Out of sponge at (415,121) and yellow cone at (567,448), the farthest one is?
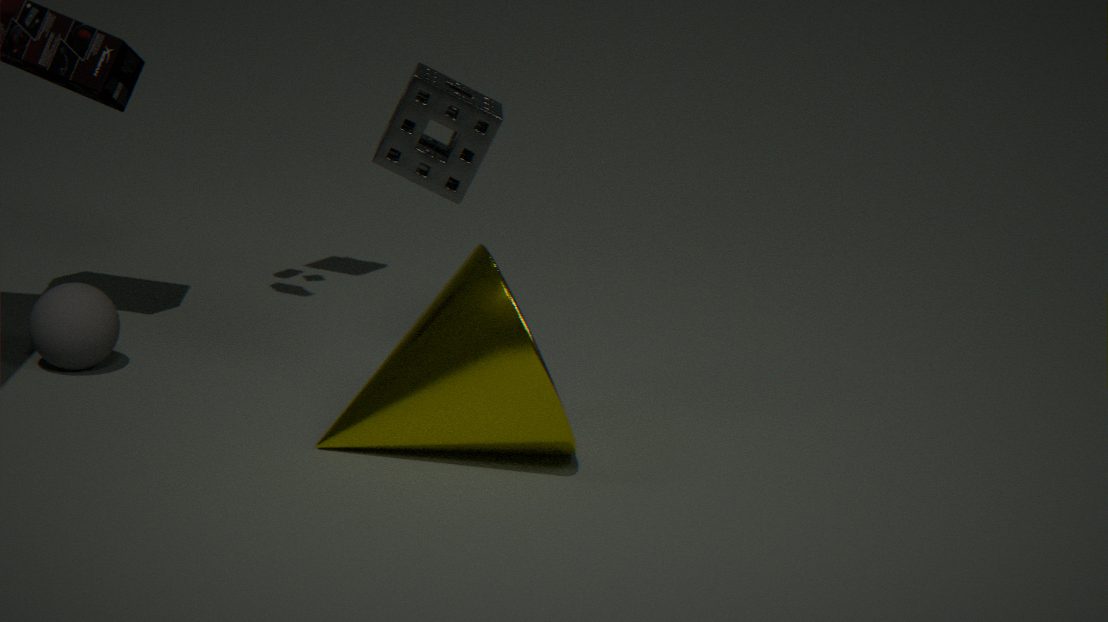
sponge at (415,121)
